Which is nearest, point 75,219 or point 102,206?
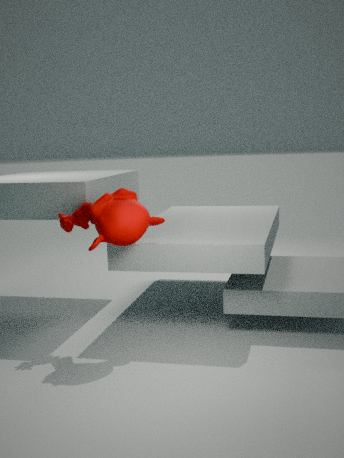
point 102,206
